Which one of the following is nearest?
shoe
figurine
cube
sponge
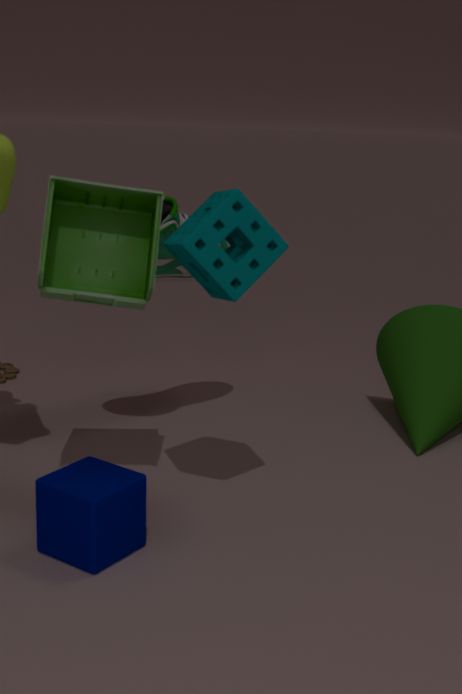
cube
